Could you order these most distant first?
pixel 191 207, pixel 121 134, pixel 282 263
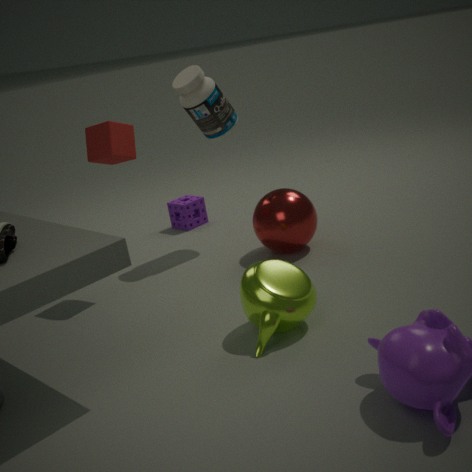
pixel 191 207, pixel 121 134, pixel 282 263
